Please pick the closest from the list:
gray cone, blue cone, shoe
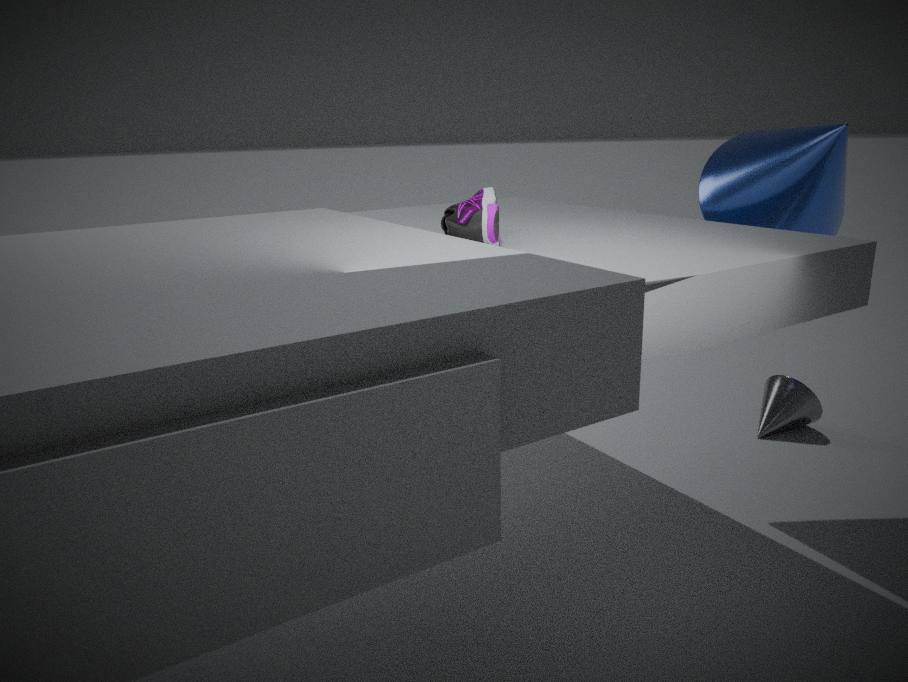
shoe
